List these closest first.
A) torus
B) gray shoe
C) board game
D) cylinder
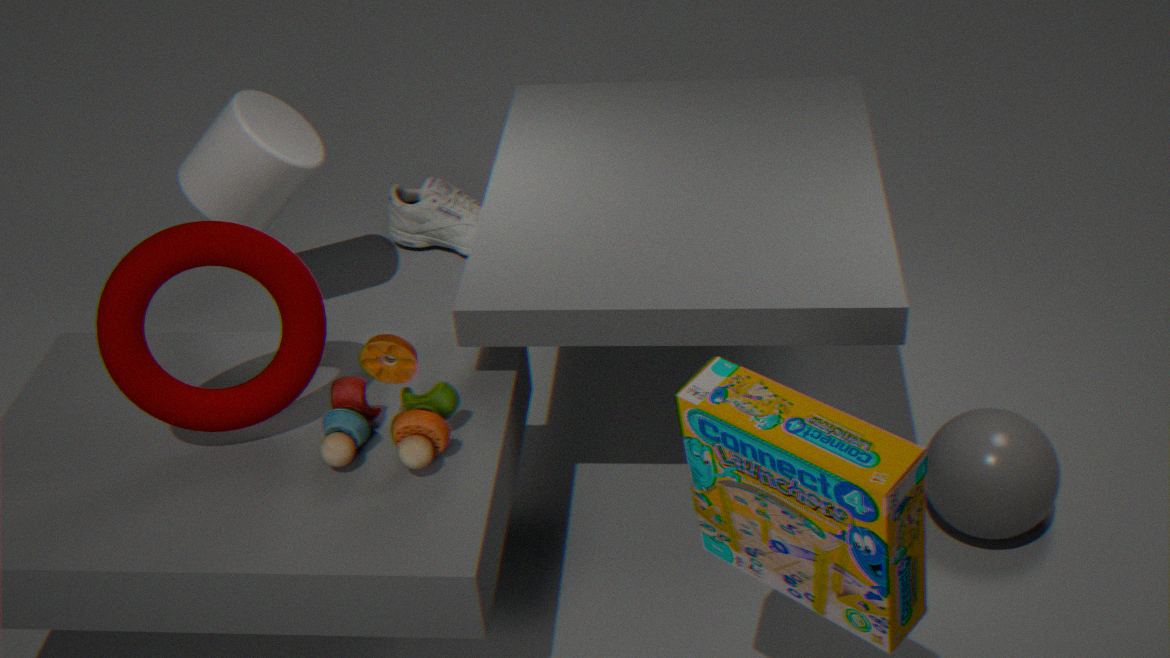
→ board game → torus → cylinder → gray shoe
